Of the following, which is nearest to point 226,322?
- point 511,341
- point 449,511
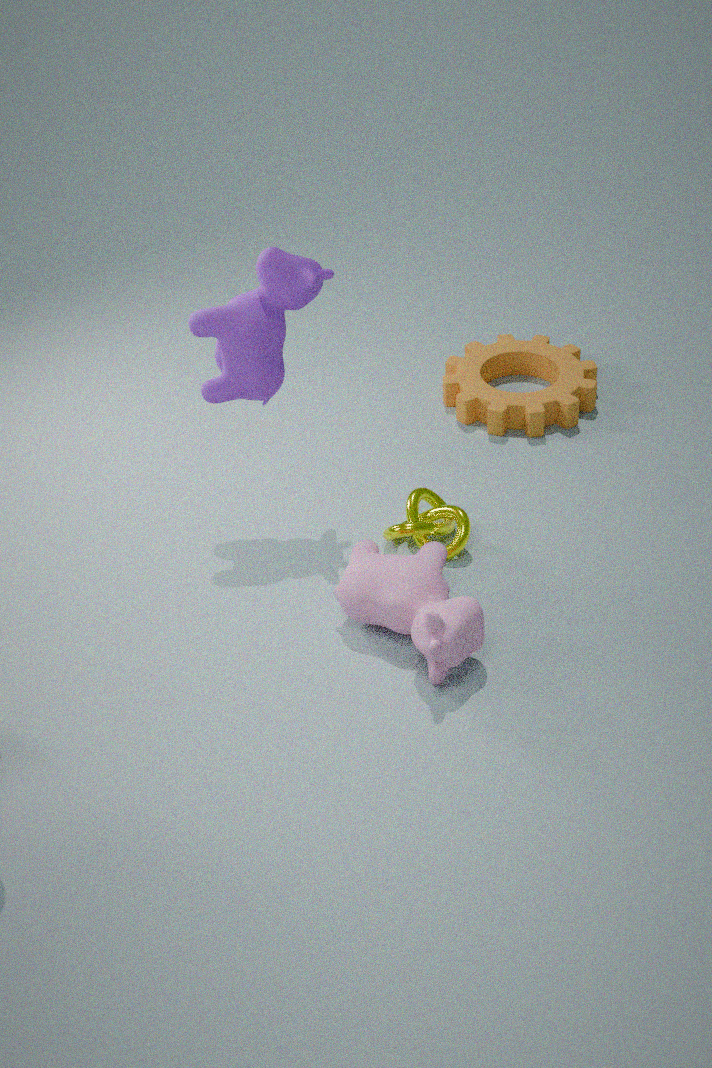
point 449,511
